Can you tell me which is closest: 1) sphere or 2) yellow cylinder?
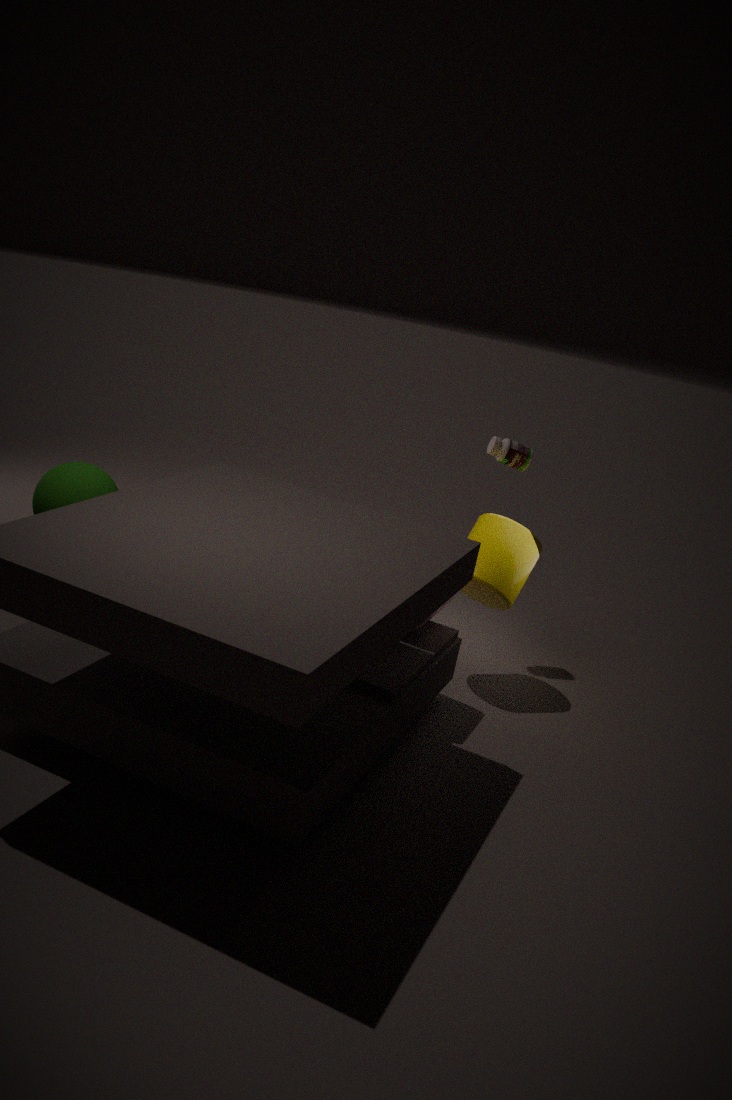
1. sphere
